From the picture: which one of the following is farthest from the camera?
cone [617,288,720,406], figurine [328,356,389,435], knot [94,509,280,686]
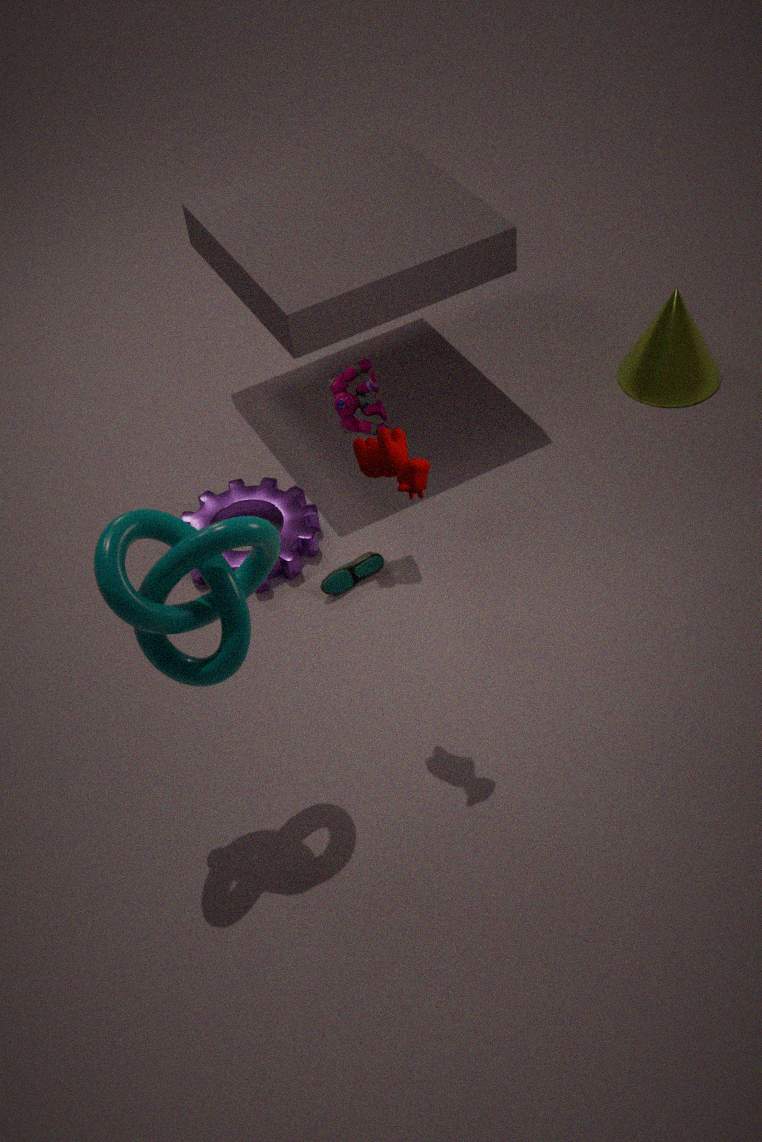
cone [617,288,720,406]
